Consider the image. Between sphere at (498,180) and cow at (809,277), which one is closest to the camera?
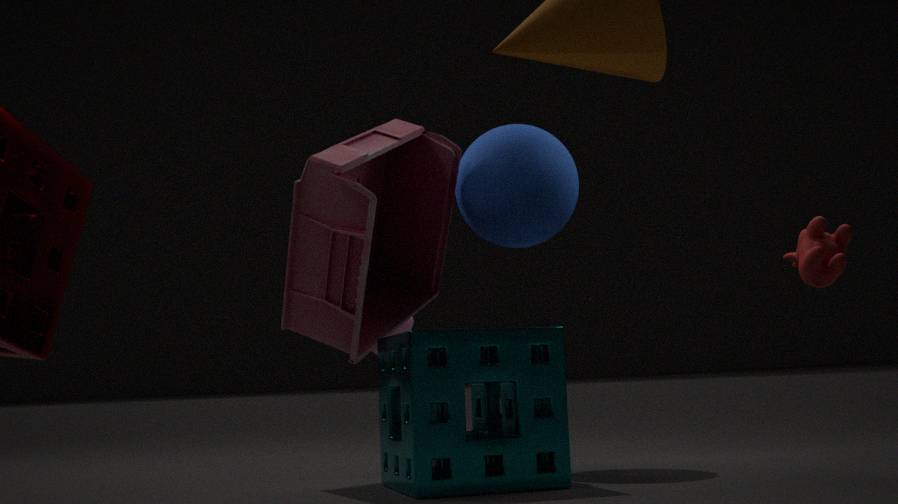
cow at (809,277)
